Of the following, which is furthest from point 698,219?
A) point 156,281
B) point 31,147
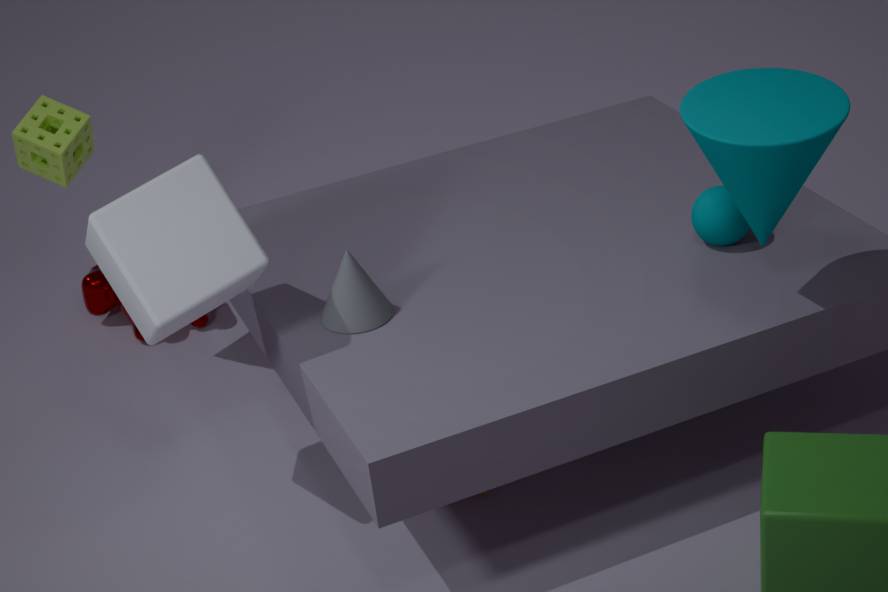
point 31,147
